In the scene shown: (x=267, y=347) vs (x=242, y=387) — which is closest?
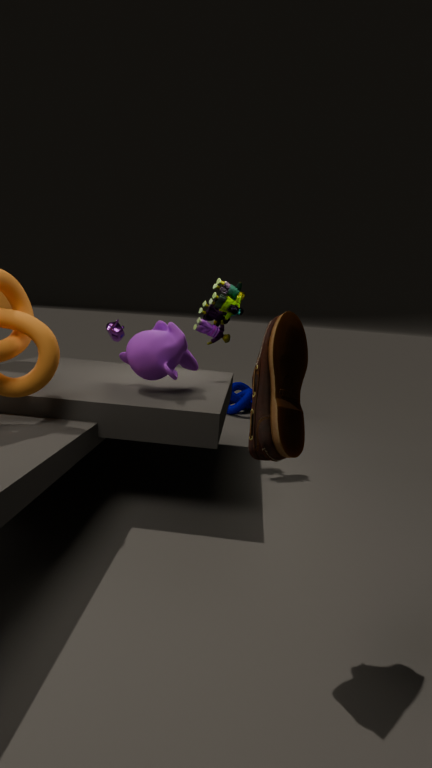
(x=267, y=347)
